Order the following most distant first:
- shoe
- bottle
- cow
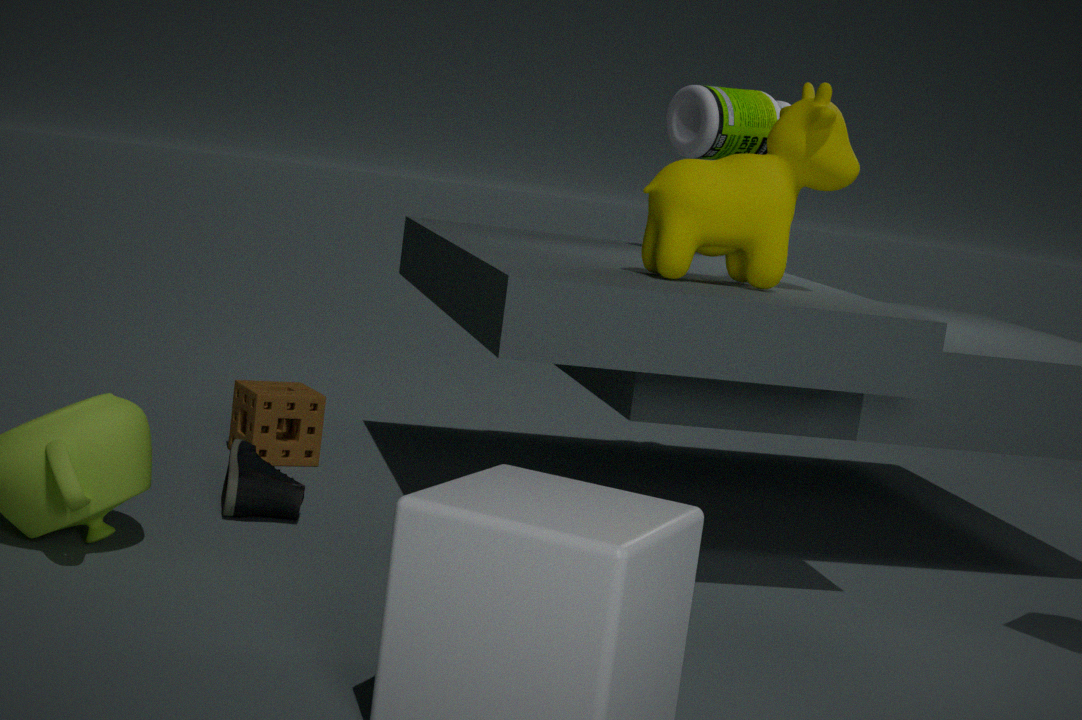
bottle
shoe
cow
